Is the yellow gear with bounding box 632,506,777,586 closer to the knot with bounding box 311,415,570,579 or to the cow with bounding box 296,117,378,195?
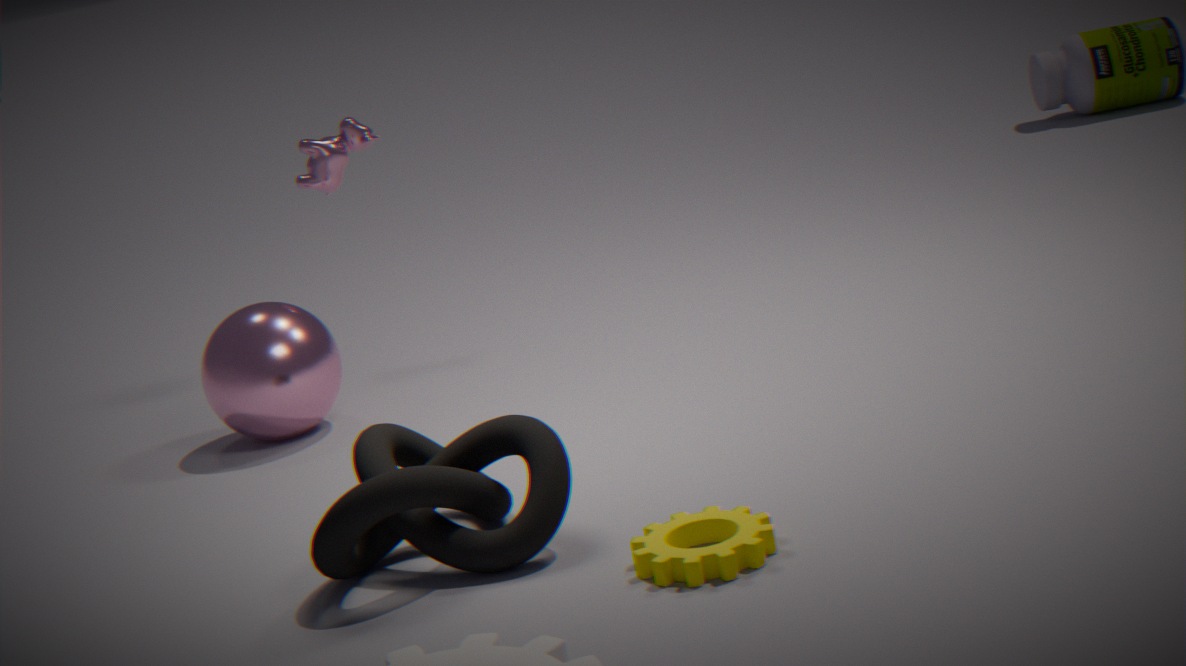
the knot with bounding box 311,415,570,579
